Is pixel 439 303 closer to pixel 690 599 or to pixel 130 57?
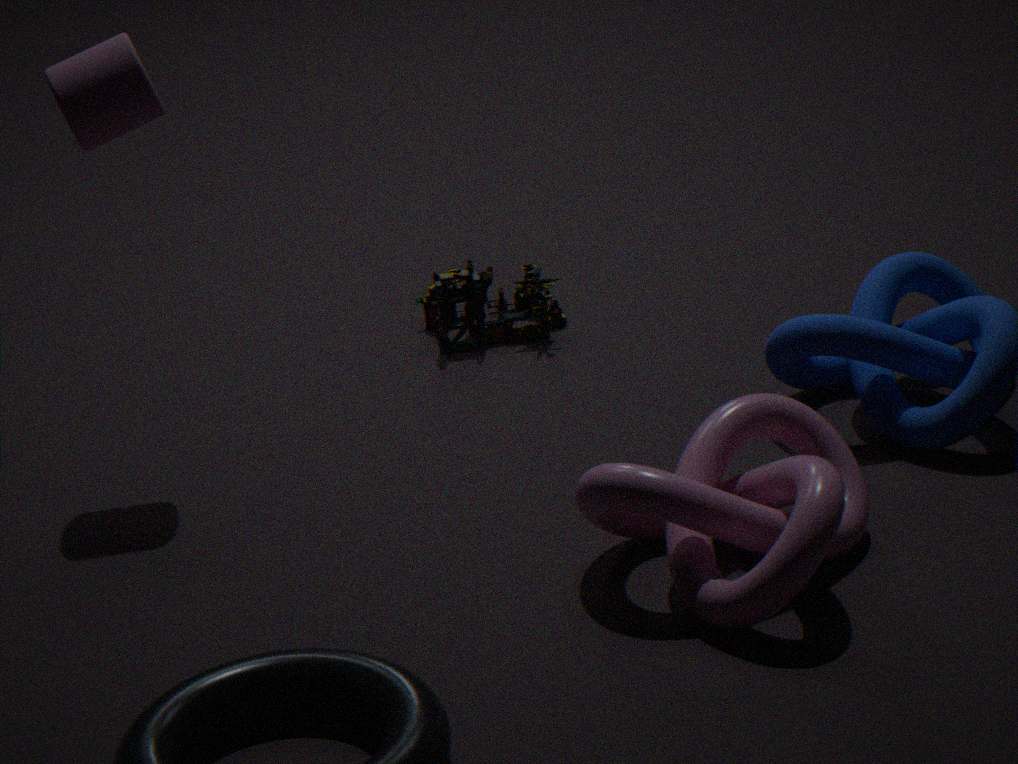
pixel 130 57
